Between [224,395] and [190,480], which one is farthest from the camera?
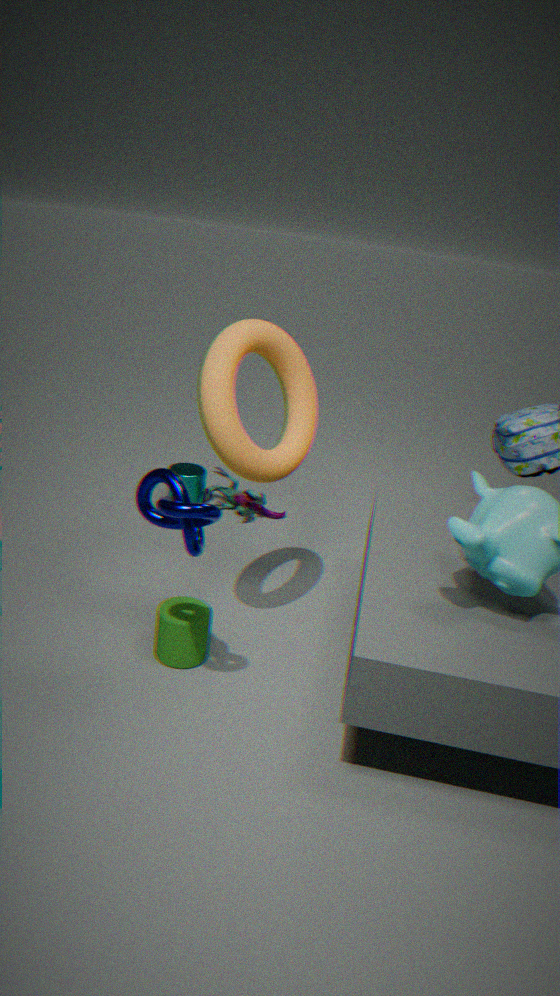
[190,480]
